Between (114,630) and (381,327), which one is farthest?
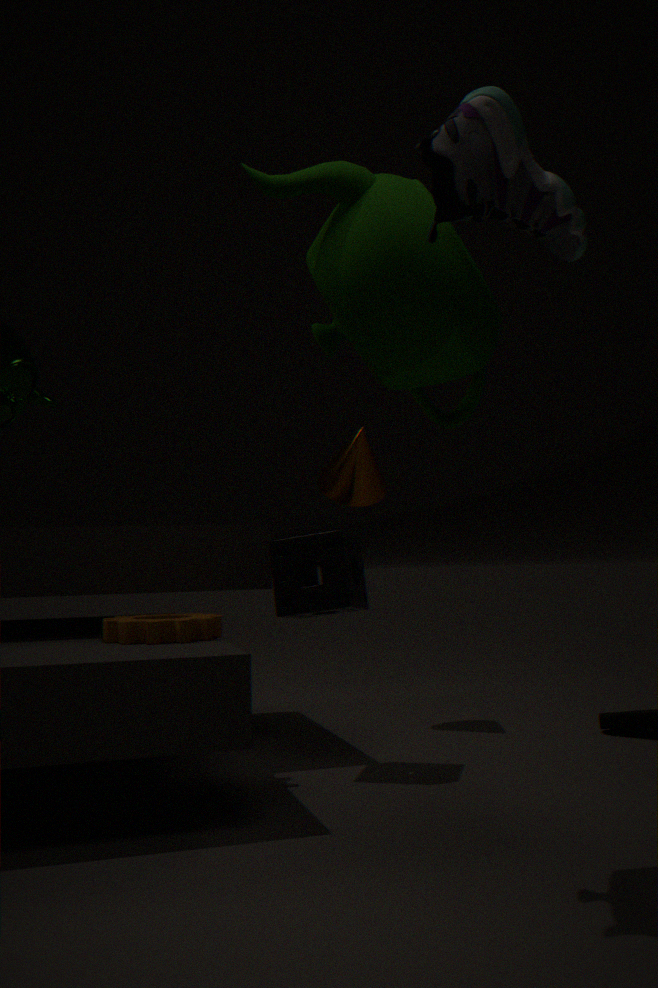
(114,630)
